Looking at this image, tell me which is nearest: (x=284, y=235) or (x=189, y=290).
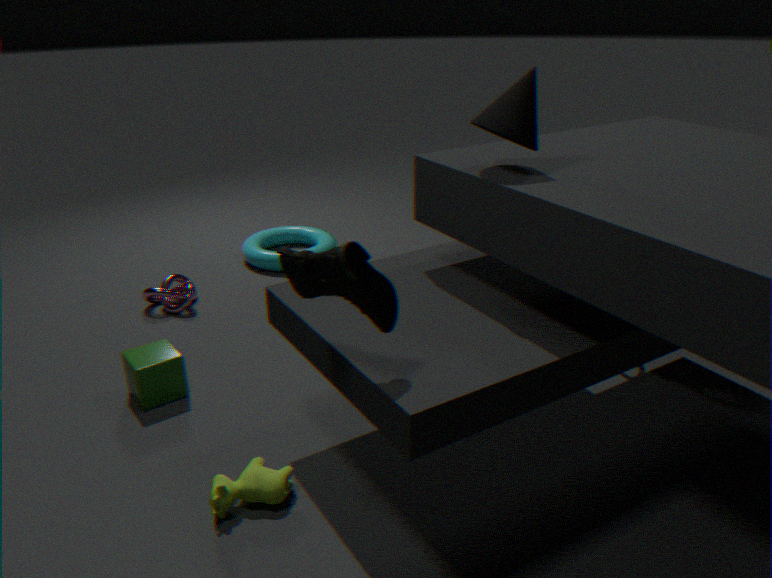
(x=189, y=290)
